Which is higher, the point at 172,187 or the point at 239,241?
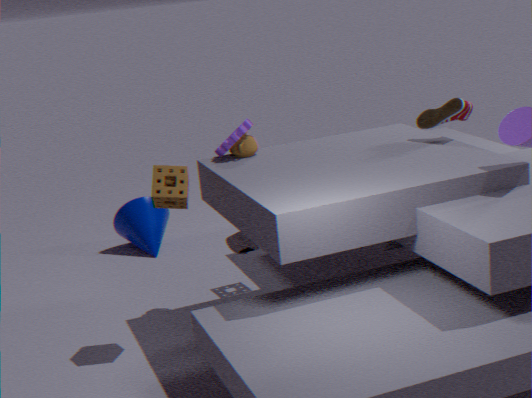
the point at 172,187
